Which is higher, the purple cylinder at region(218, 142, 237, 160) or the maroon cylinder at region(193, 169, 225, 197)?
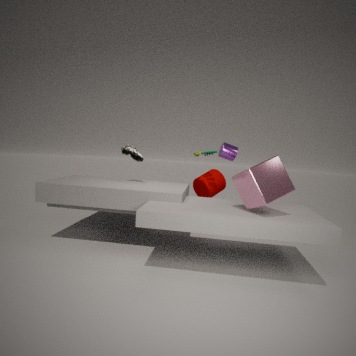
the purple cylinder at region(218, 142, 237, 160)
